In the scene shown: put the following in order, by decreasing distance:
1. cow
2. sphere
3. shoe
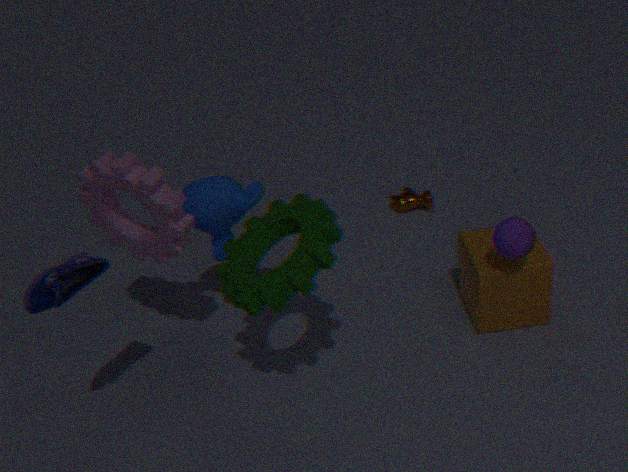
1. cow
2. sphere
3. shoe
